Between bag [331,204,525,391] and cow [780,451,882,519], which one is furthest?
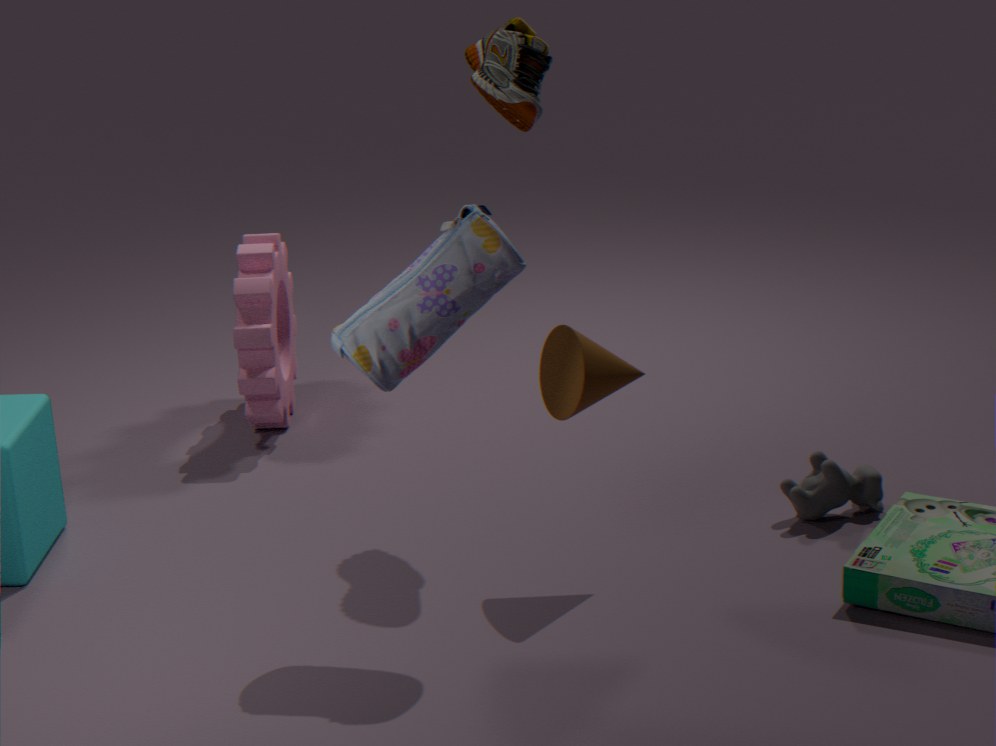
cow [780,451,882,519]
